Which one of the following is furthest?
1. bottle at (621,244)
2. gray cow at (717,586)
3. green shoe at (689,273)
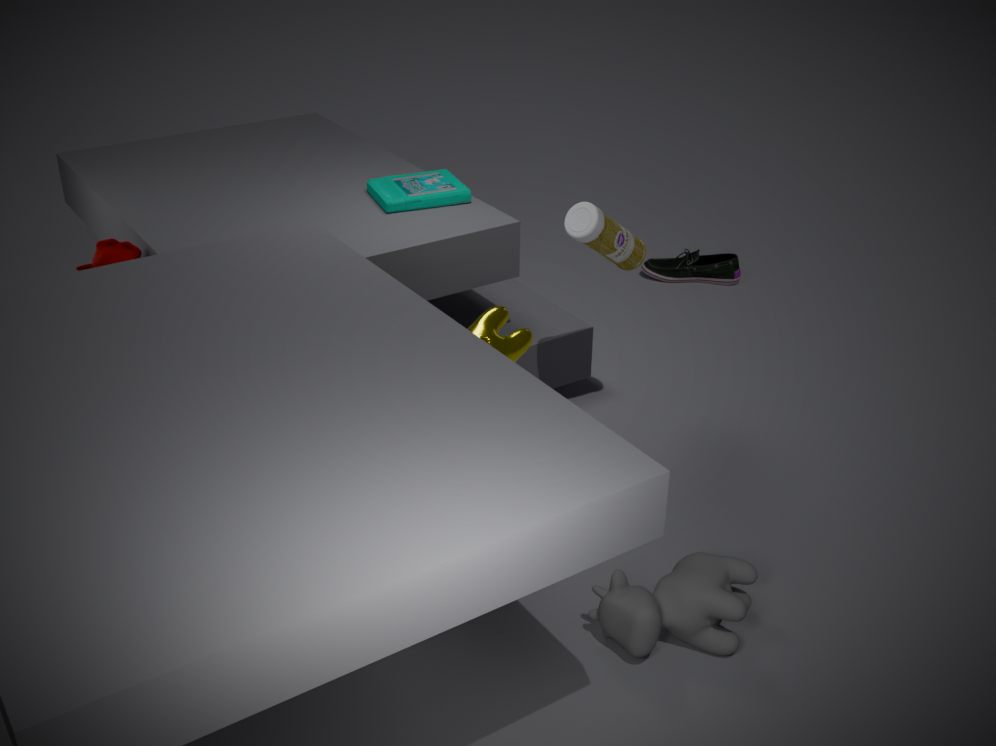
green shoe at (689,273)
